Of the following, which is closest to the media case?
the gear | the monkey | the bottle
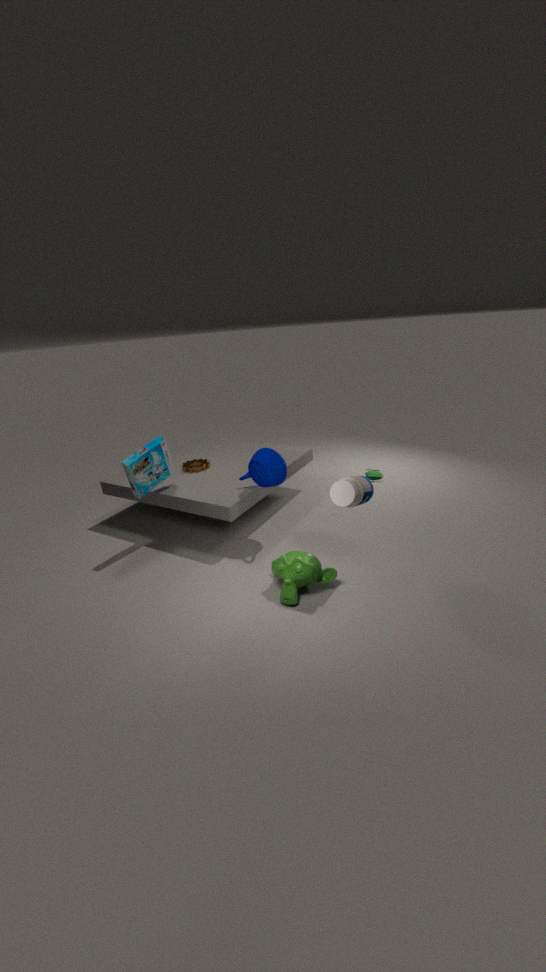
the gear
